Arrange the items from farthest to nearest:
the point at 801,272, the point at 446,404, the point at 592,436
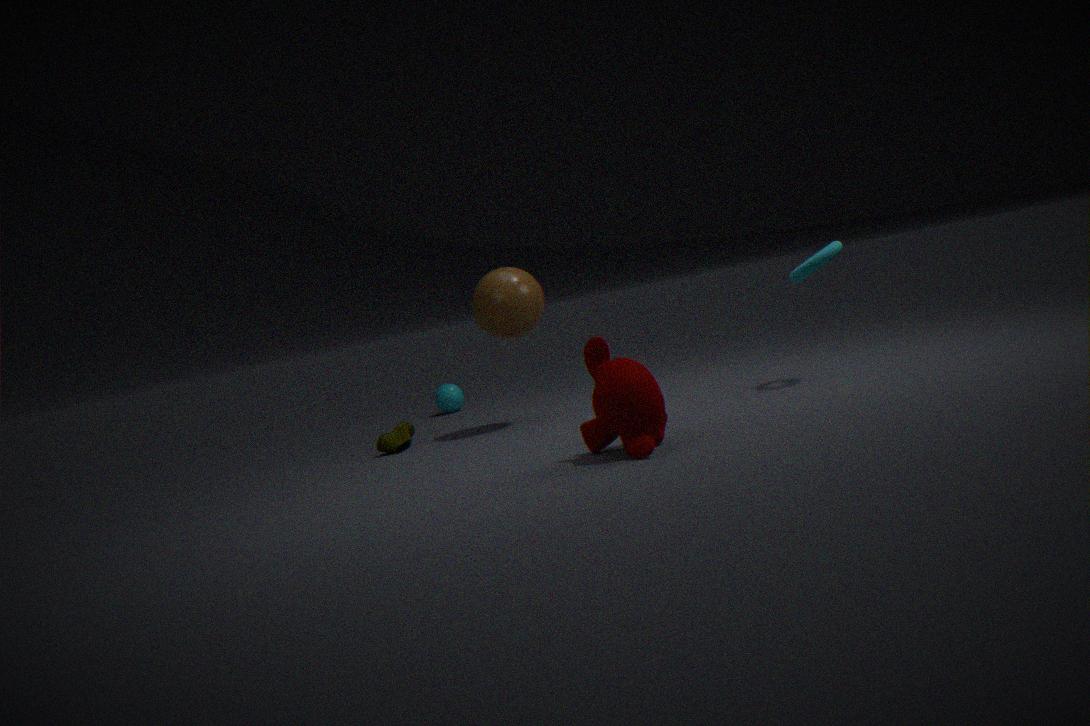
the point at 446,404 < the point at 801,272 < the point at 592,436
